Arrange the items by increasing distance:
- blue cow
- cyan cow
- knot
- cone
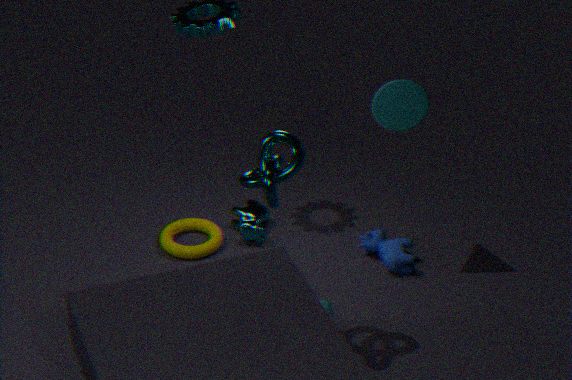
knot, cone, blue cow, cyan cow
